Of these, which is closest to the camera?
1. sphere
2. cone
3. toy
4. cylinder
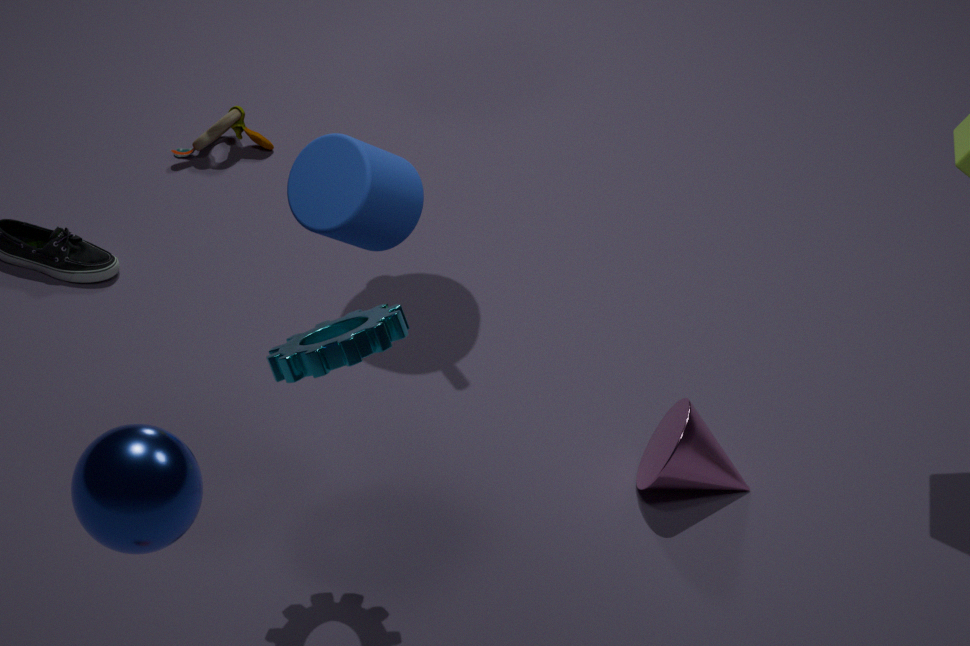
sphere
